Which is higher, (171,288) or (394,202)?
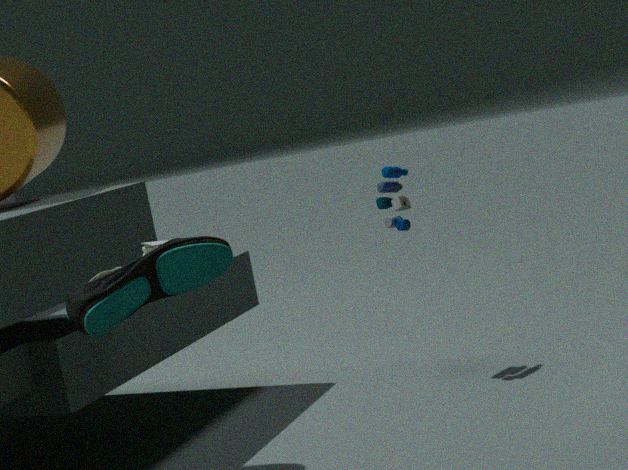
(171,288)
